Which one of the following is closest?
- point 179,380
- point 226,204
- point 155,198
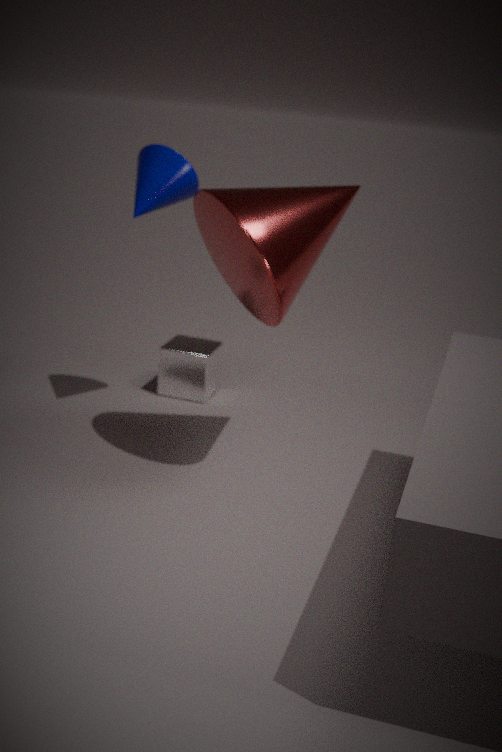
point 226,204
